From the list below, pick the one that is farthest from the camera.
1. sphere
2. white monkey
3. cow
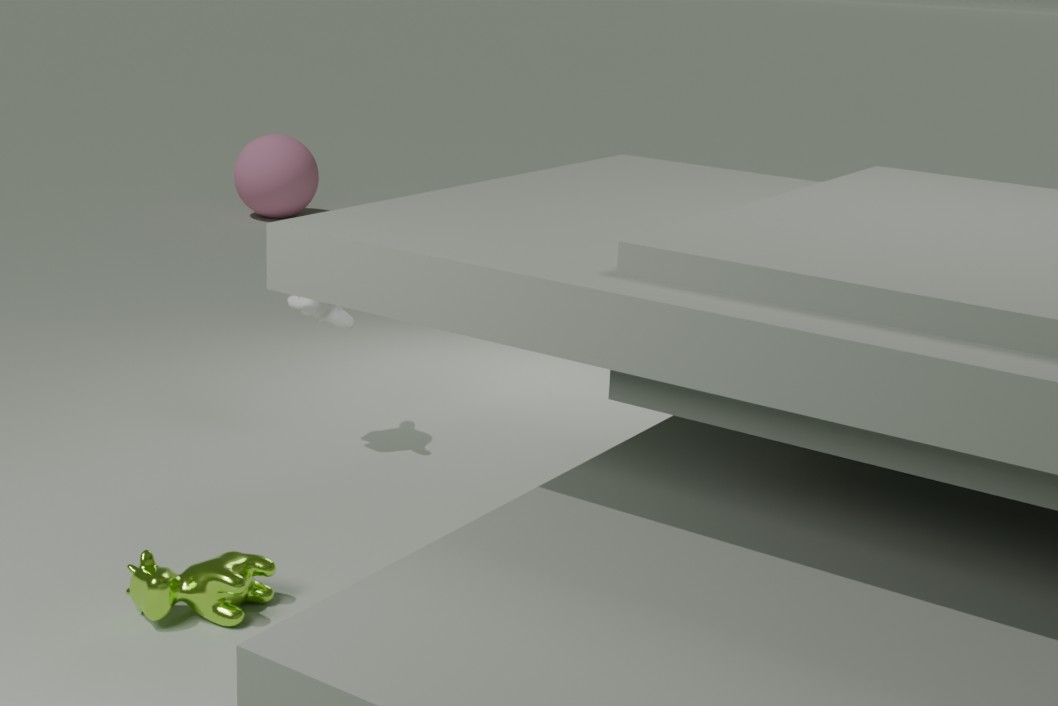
sphere
